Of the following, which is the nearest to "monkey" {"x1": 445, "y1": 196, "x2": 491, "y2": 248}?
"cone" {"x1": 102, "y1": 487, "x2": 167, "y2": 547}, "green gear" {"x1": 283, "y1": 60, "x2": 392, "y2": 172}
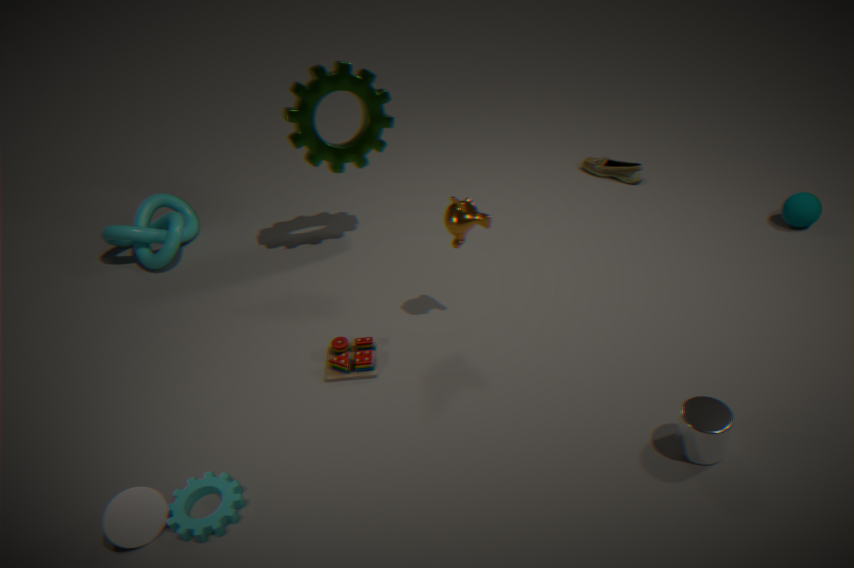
"green gear" {"x1": 283, "y1": 60, "x2": 392, "y2": 172}
